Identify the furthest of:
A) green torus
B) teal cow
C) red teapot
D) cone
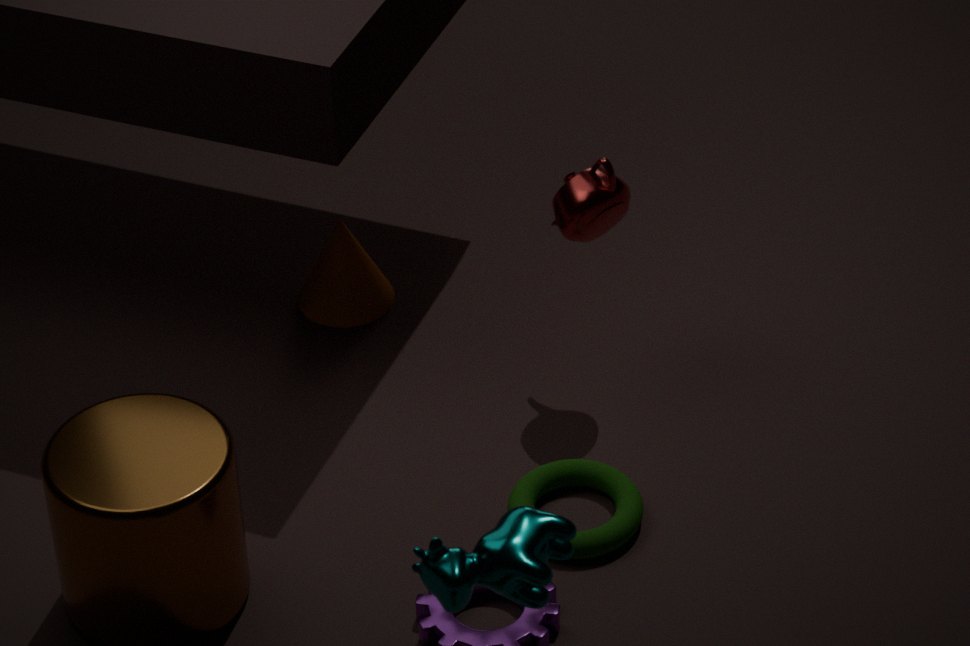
cone
